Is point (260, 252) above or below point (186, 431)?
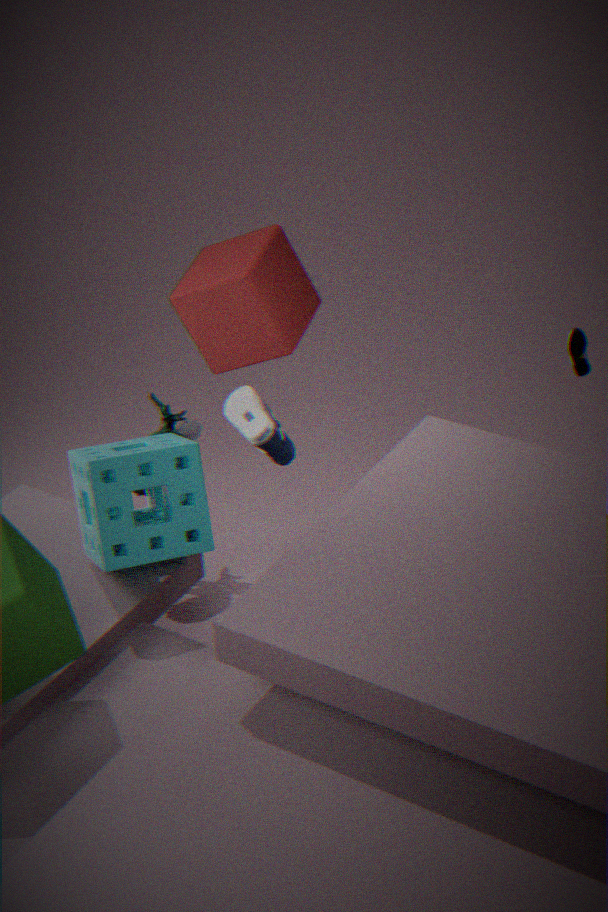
above
